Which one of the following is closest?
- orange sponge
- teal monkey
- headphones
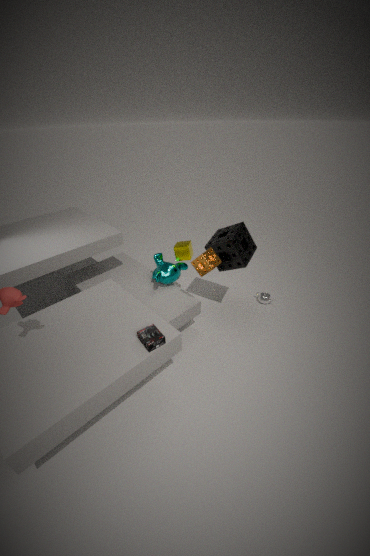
headphones
